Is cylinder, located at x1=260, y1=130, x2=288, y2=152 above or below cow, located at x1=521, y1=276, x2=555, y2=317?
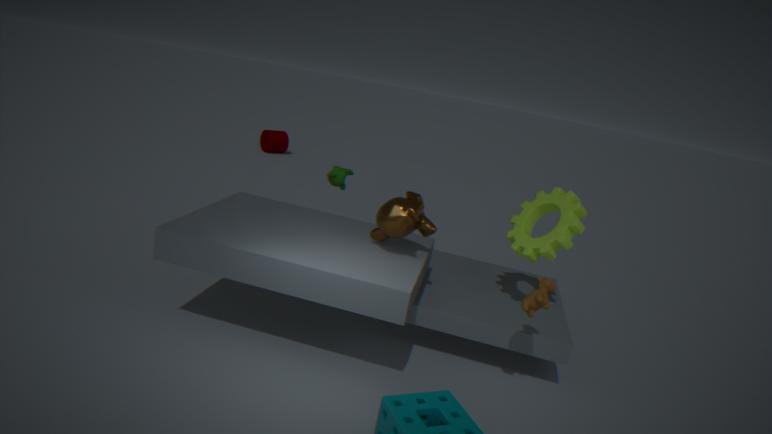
below
